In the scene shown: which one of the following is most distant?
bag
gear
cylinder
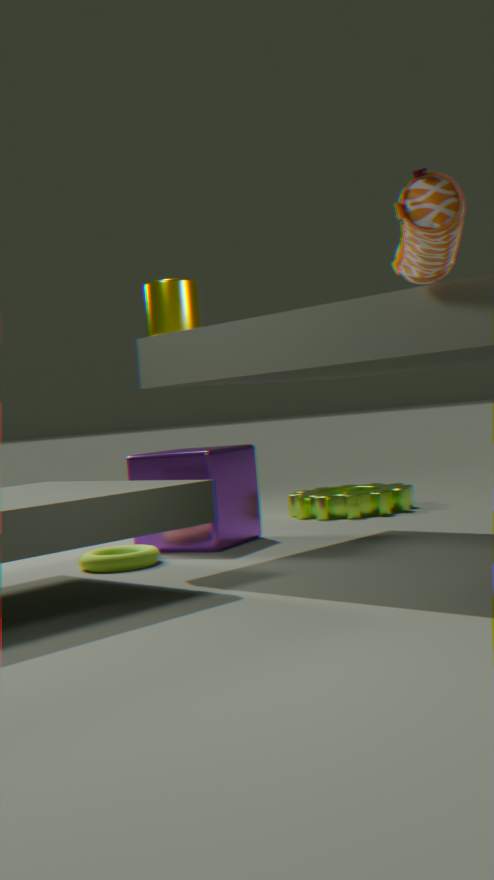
gear
